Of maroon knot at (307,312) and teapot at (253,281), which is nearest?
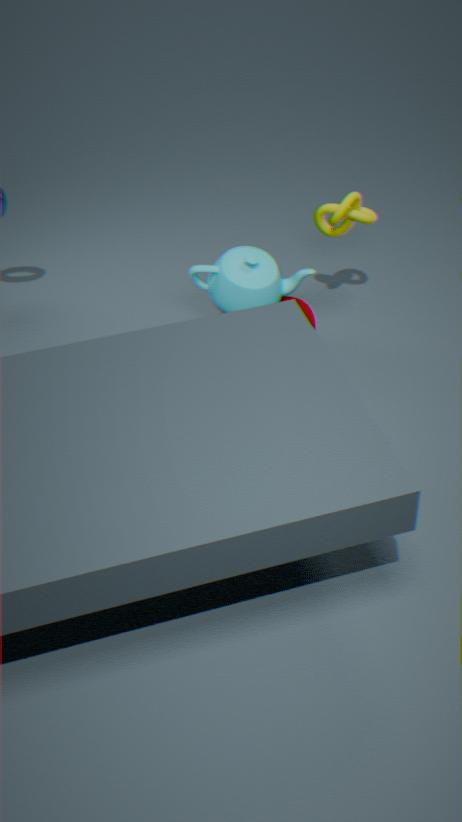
teapot at (253,281)
